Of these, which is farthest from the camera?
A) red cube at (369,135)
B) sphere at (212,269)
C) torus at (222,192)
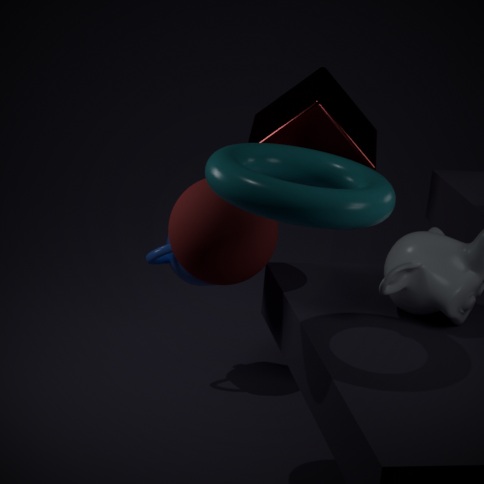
red cube at (369,135)
